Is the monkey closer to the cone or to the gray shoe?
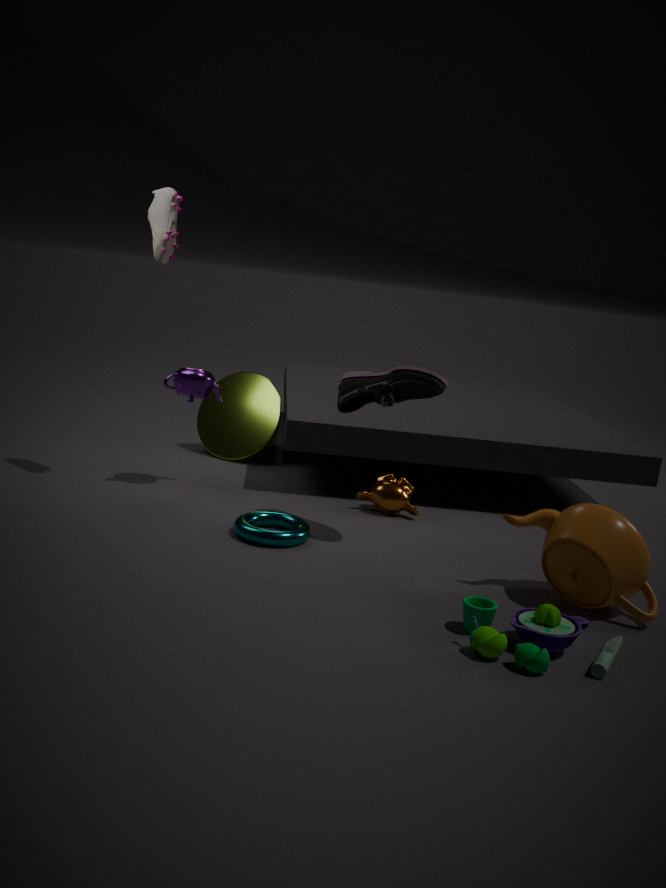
the cone
